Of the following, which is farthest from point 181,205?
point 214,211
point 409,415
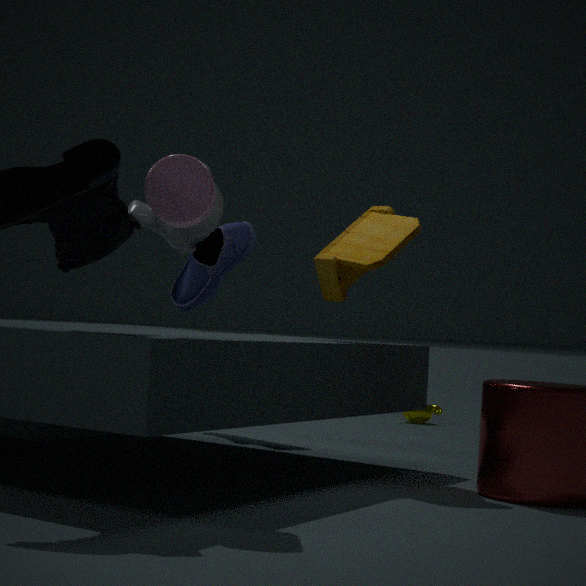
point 409,415
